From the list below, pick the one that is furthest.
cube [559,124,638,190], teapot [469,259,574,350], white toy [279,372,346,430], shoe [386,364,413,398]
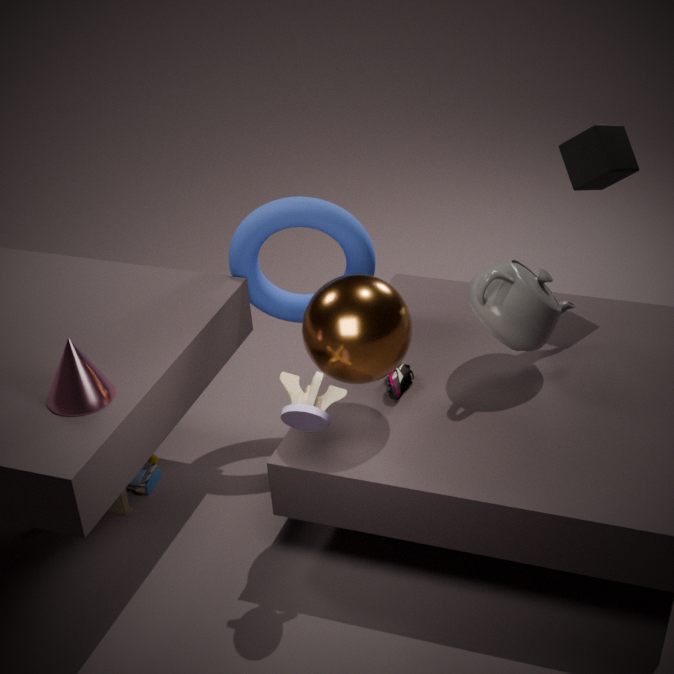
cube [559,124,638,190]
